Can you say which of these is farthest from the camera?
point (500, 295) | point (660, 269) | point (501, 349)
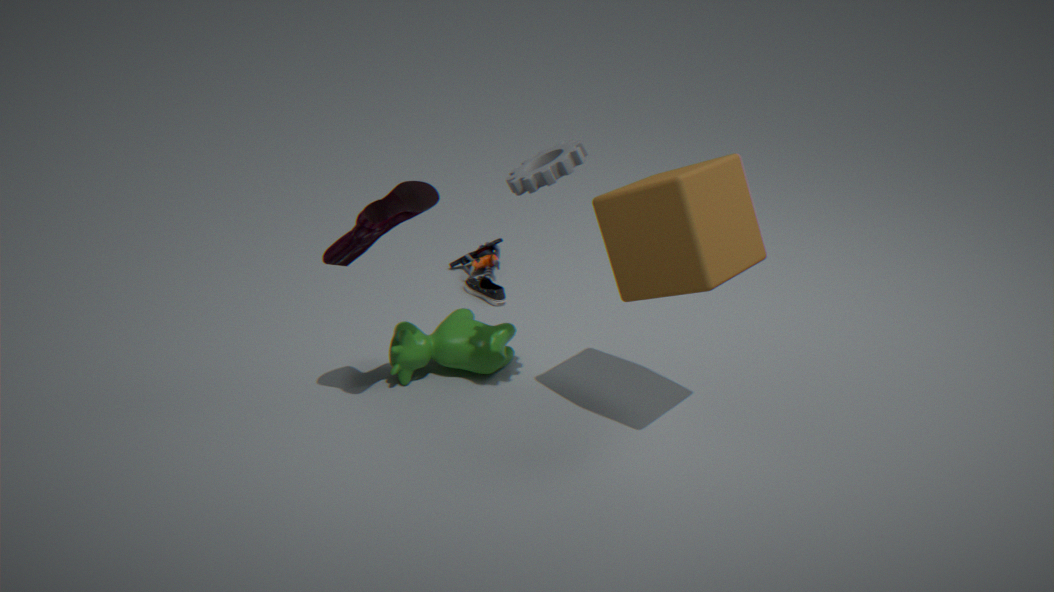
point (500, 295)
